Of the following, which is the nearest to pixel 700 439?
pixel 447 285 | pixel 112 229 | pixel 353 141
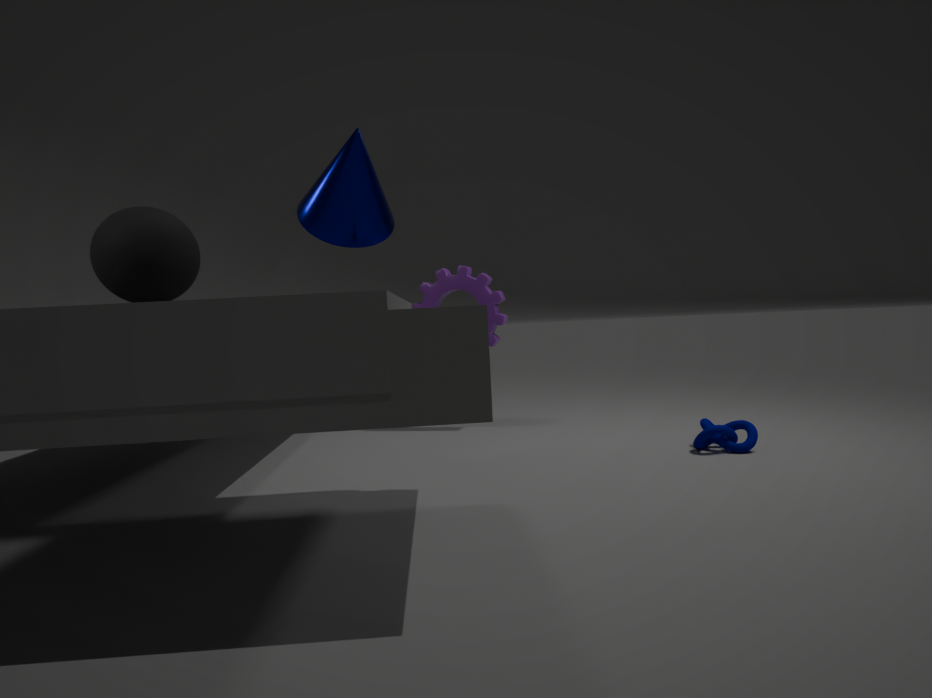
pixel 447 285
